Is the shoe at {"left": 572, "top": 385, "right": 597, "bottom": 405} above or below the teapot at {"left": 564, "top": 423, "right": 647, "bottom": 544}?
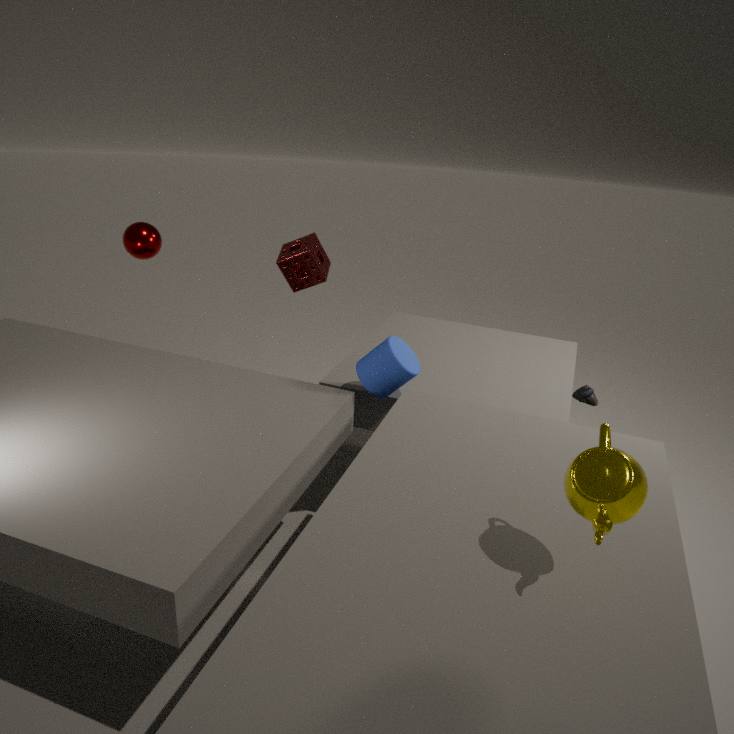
below
